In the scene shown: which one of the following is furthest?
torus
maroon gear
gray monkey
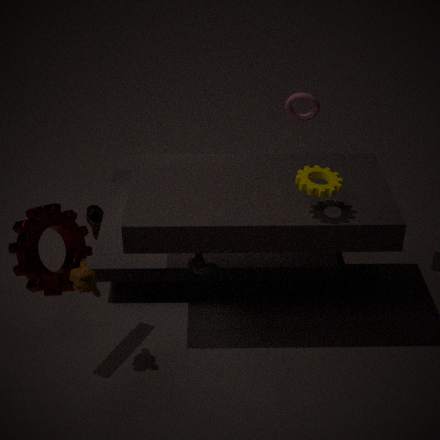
torus
